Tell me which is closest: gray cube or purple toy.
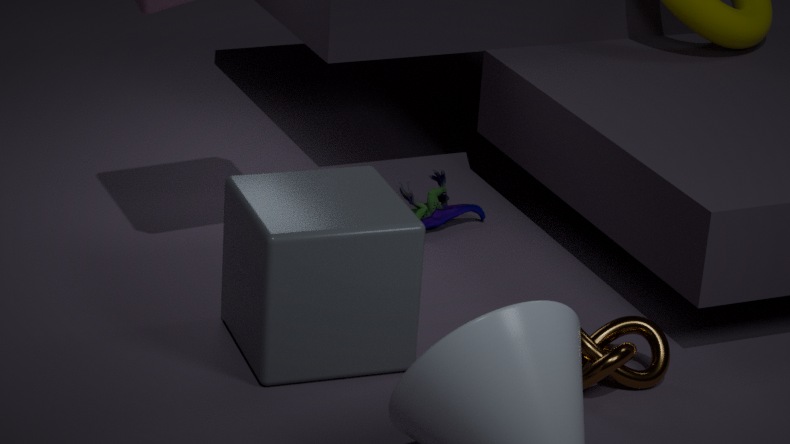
gray cube
